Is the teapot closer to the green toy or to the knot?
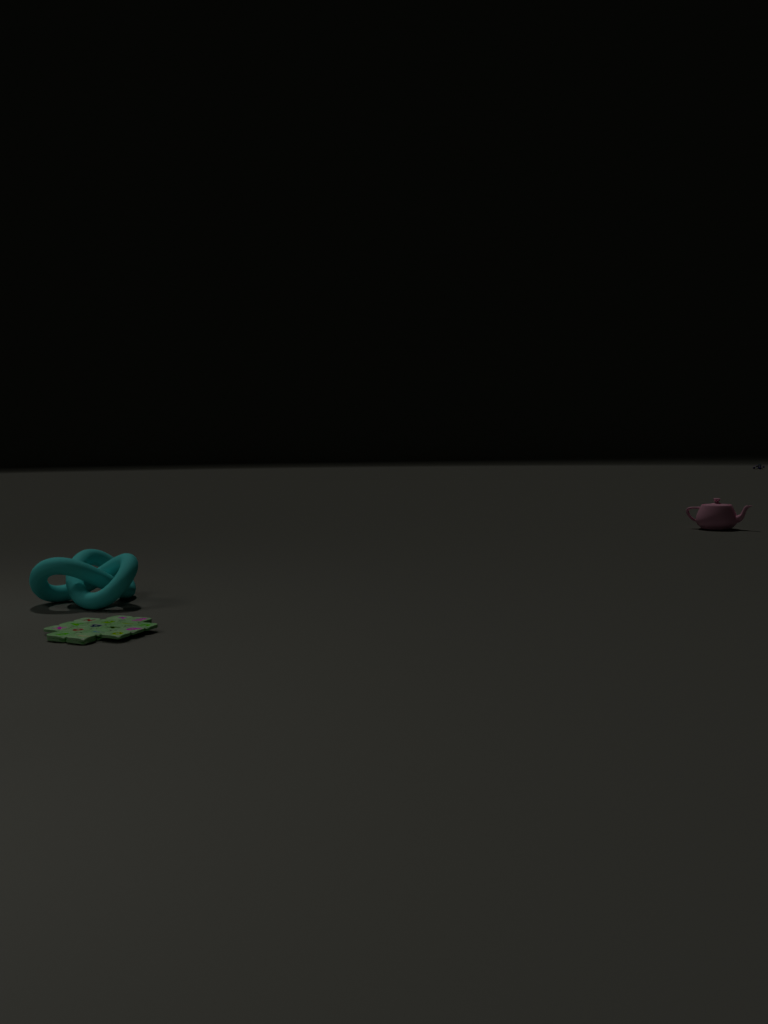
the knot
